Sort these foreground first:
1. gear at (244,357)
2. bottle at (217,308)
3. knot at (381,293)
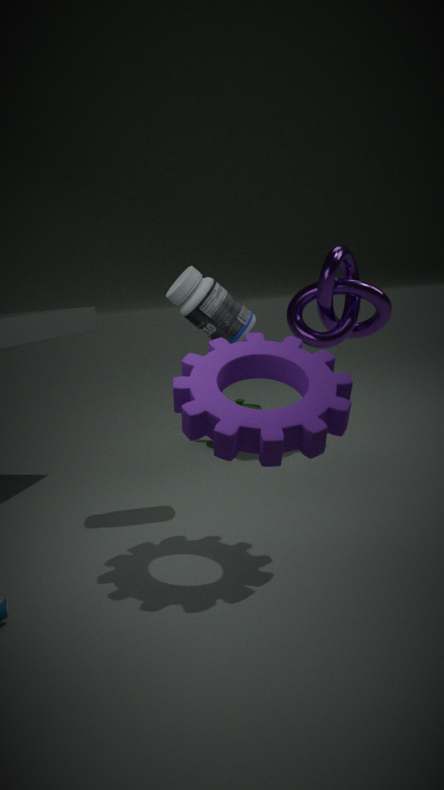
A: gear at (244,357) < bottle at (217,308) < knot at (381,293)
